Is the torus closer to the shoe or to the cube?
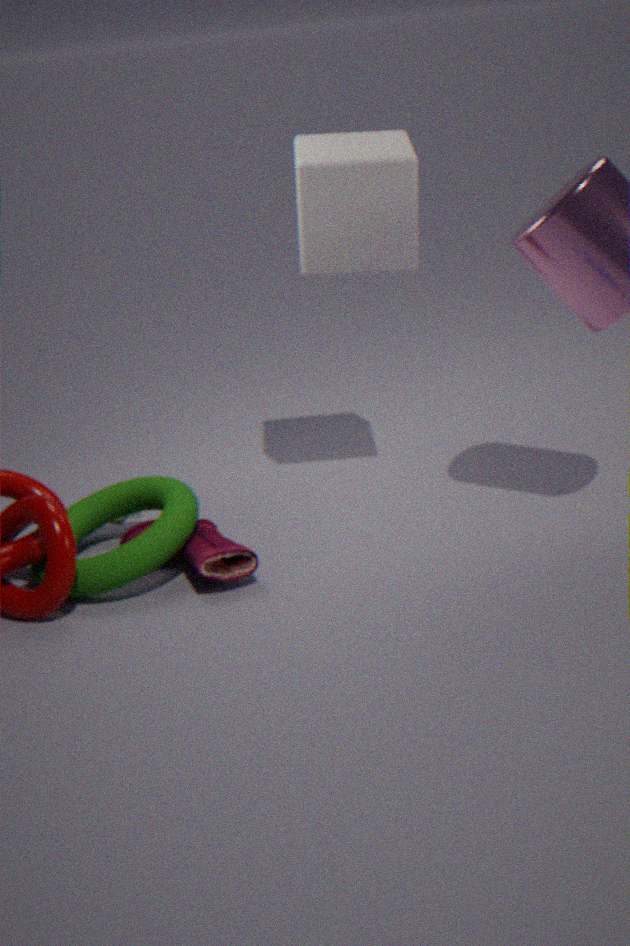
the shoe
